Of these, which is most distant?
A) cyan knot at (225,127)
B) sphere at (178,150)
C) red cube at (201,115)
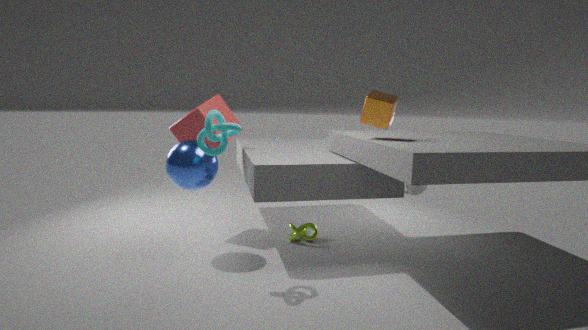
red cube at (201,115)
